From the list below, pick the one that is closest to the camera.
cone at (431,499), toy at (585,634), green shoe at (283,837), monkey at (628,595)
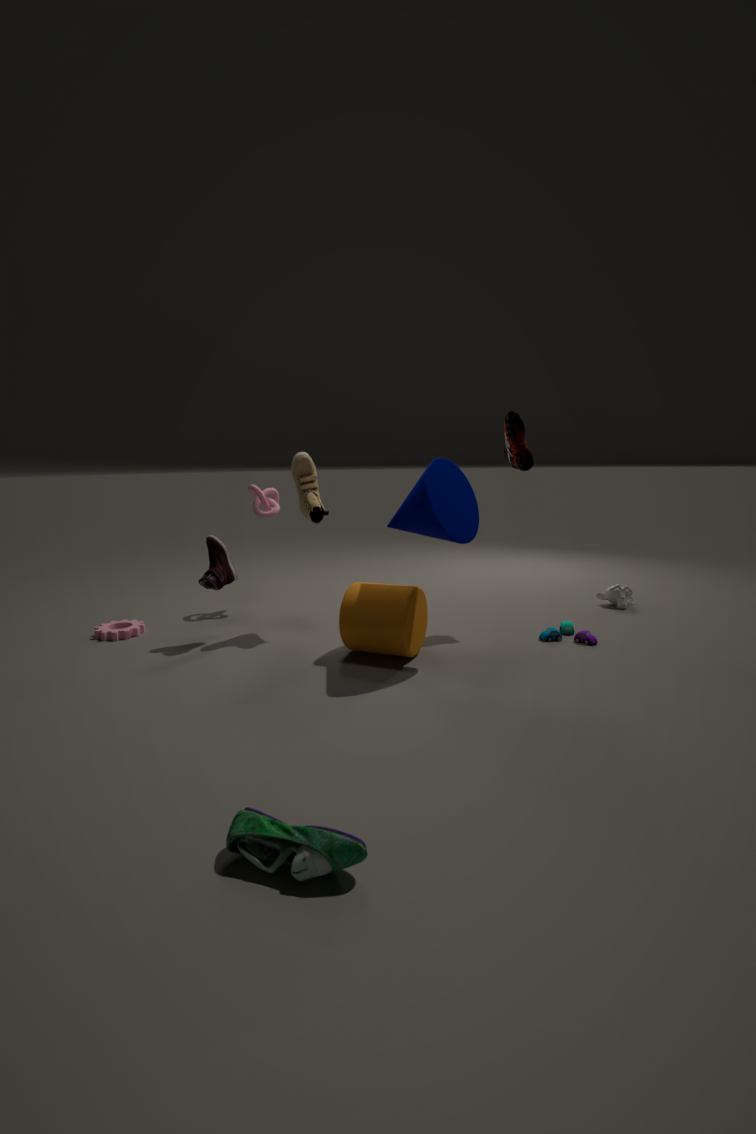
green shoe at (283,837)
